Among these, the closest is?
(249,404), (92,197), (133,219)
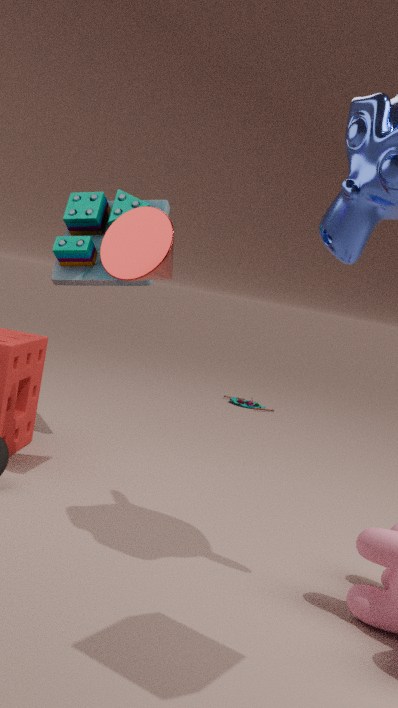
(133,219)
